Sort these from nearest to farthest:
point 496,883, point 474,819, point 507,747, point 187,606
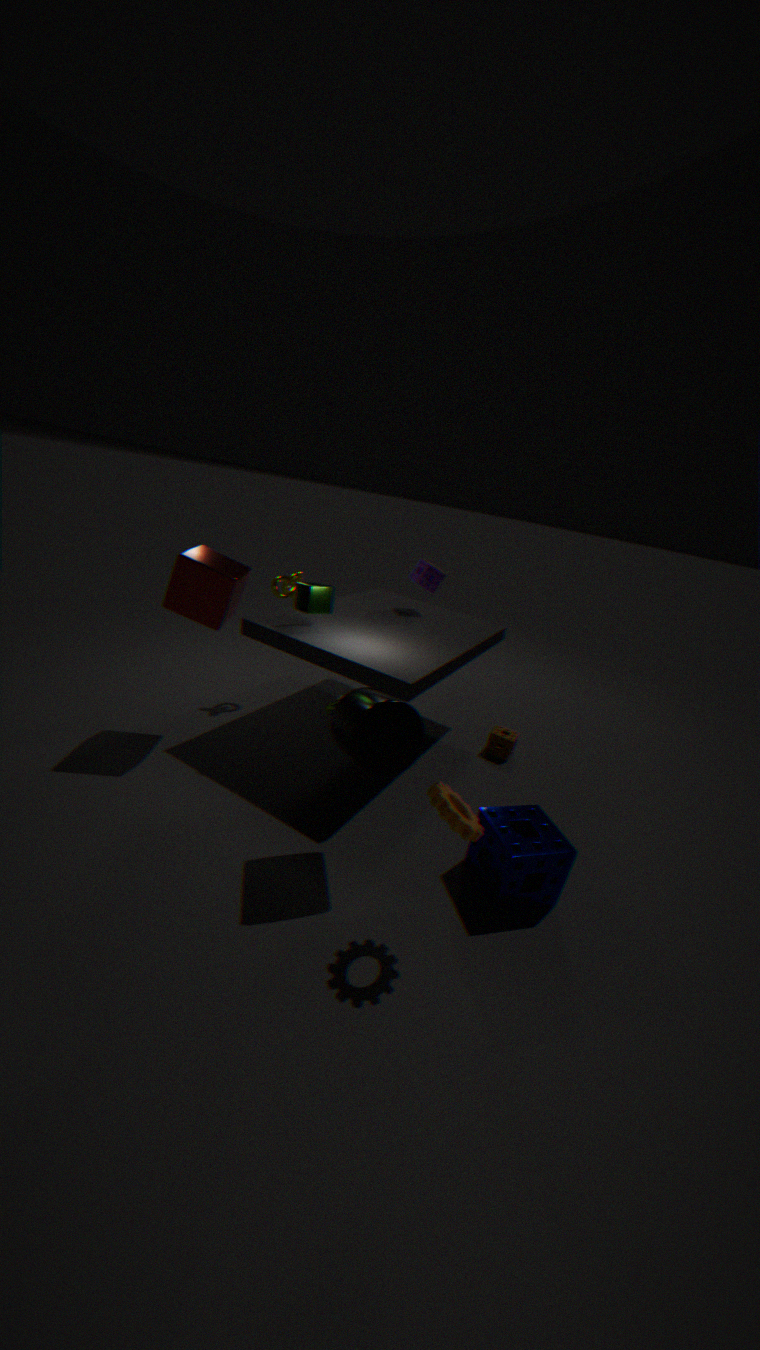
point 474,819
point 496,883
point 187,606
point 507,747
